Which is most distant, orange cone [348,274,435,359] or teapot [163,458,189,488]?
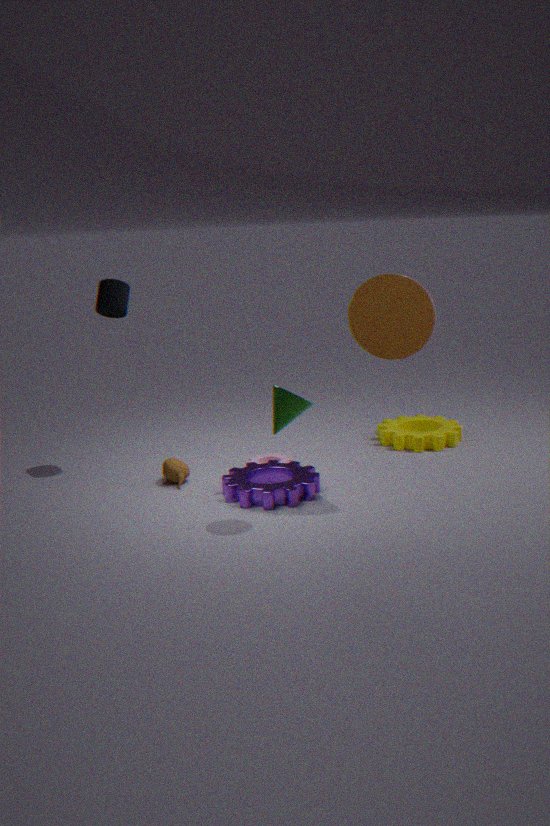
teapot [163,458,189,488]
